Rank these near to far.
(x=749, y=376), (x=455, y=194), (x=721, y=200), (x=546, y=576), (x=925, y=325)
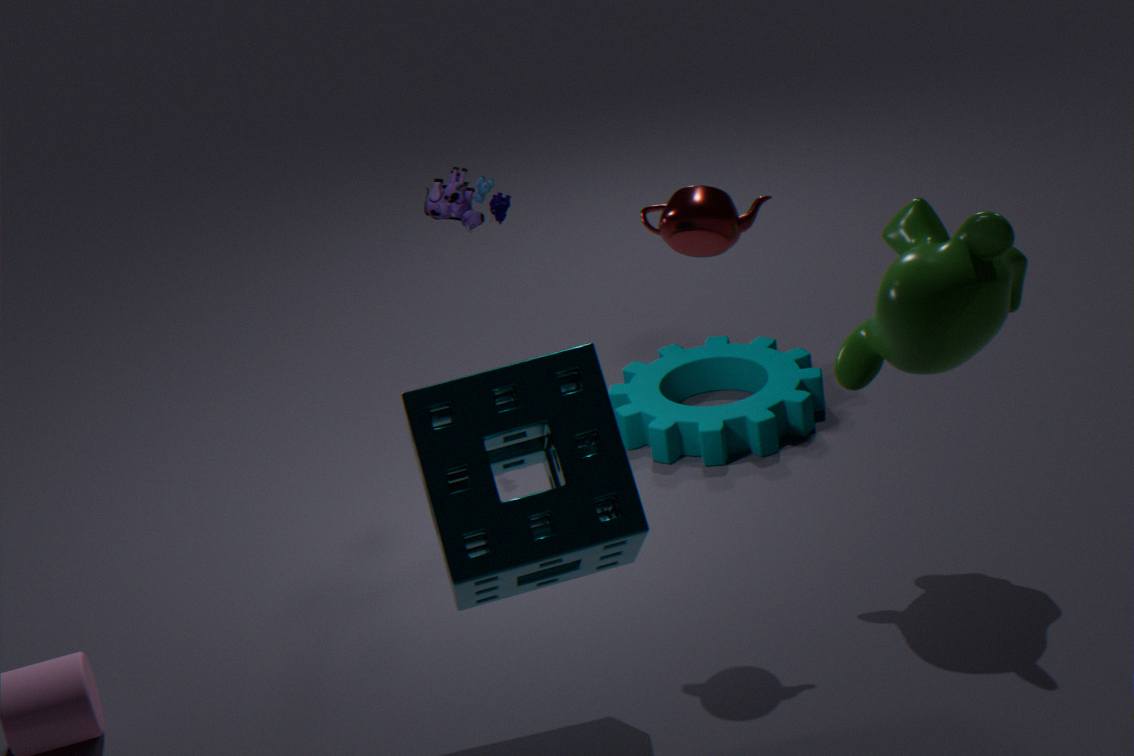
1. (x=546, y=576)
2. (x=721, y=200)
3. (x=925, y=325)
4. (x=455, y=194)
5. (x=749, y=376)
